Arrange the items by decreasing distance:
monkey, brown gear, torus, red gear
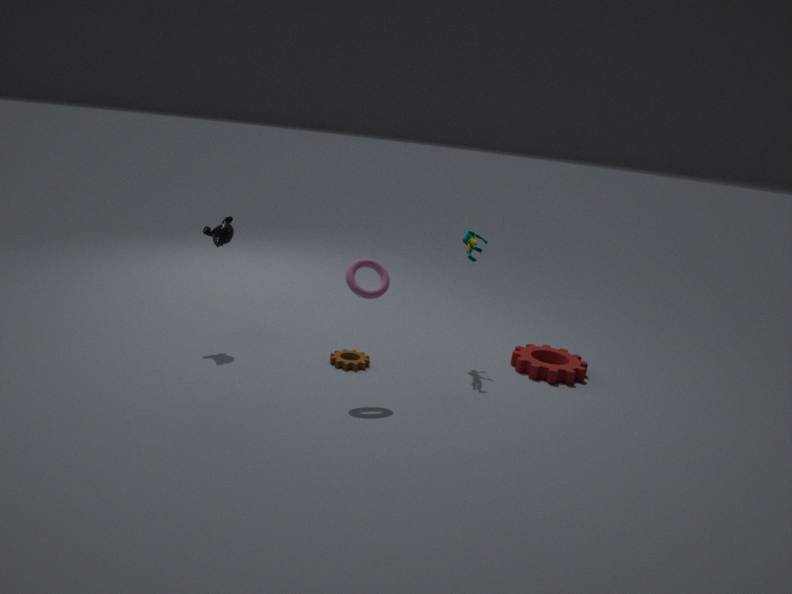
1. red gear
2. brown gear
3. monkey
4. torus
